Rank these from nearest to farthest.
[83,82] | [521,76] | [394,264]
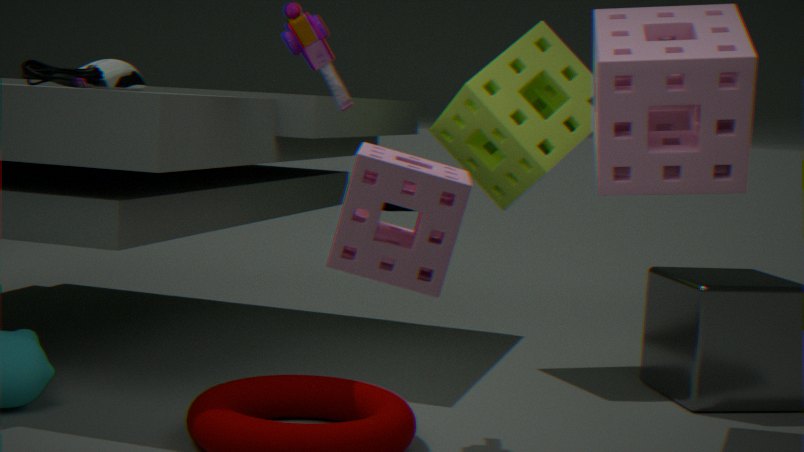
[394,264] < [83,82] < [521,76]
